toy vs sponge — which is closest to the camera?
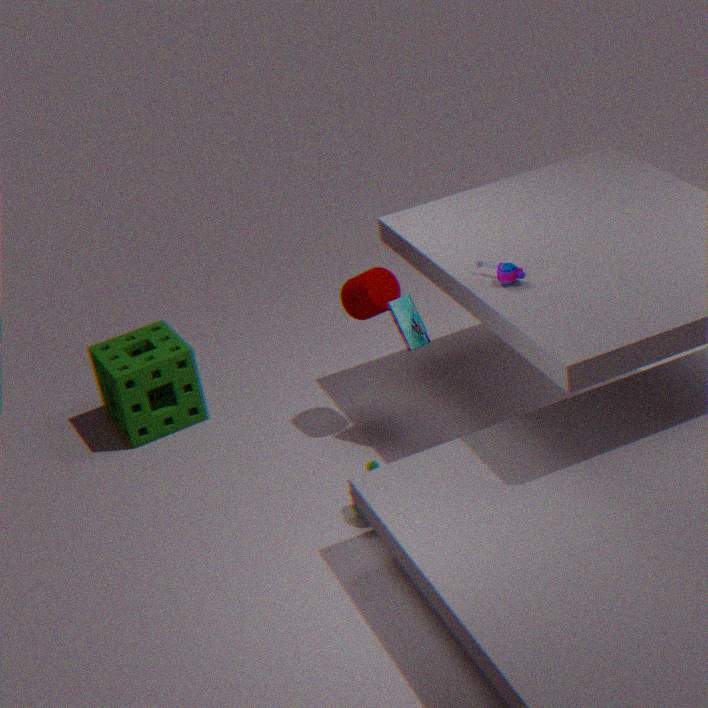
toy
